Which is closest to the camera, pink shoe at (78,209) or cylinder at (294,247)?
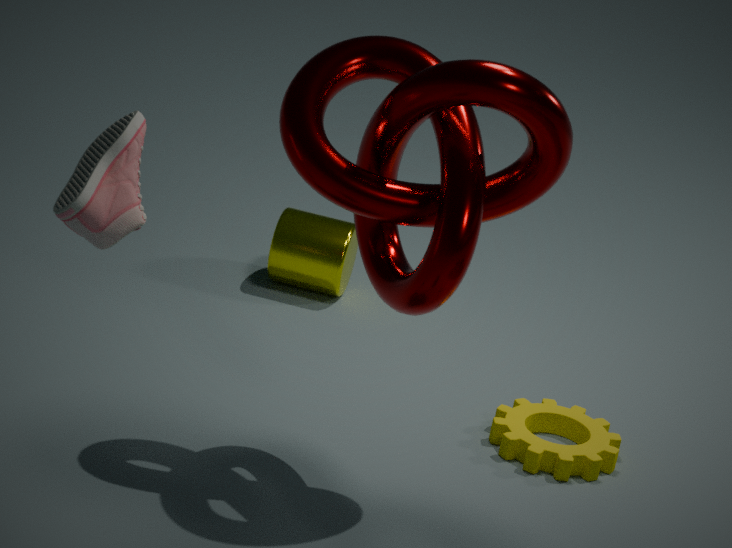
pink shoe at (78,209)
